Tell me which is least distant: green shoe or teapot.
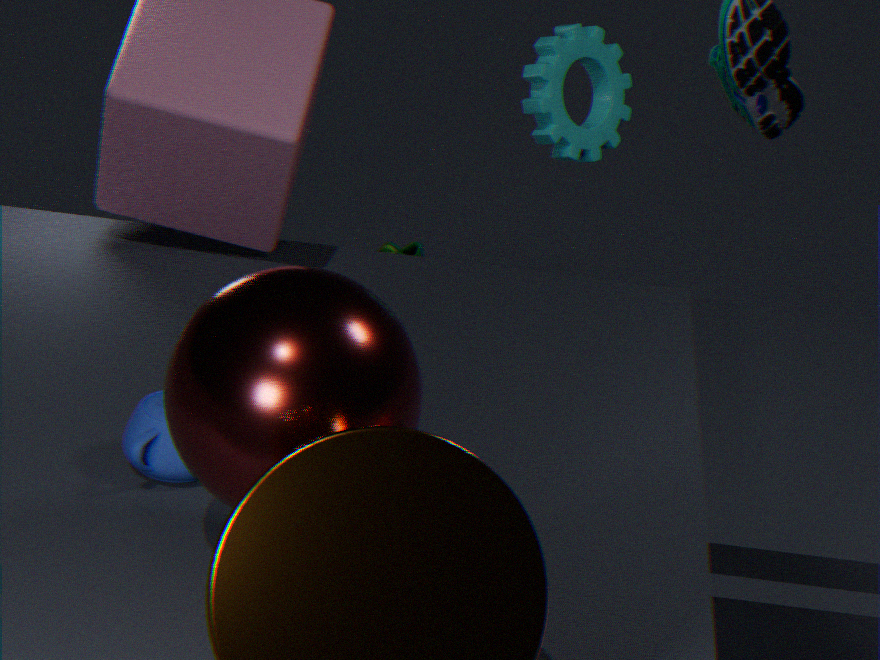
teapot
